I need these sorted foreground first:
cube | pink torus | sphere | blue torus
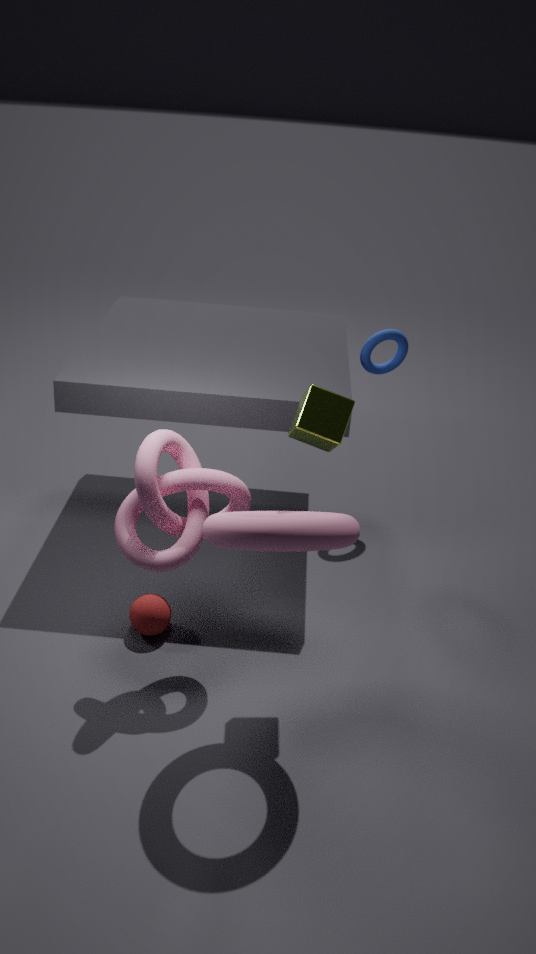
pink torus < cube < sphere < blue torus
